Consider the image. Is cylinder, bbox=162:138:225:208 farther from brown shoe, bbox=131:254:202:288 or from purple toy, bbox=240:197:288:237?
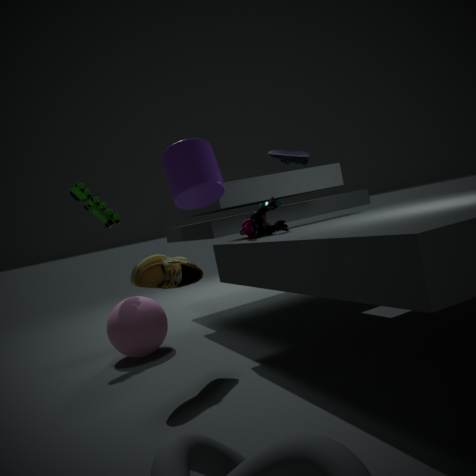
brown shoe, bbox=131:254:202:288
